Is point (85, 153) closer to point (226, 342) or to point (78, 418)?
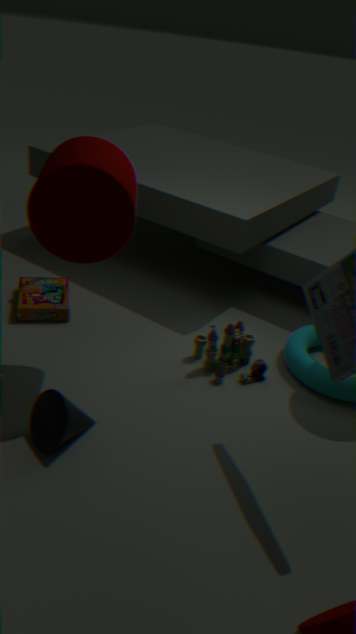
point (78, 418)
